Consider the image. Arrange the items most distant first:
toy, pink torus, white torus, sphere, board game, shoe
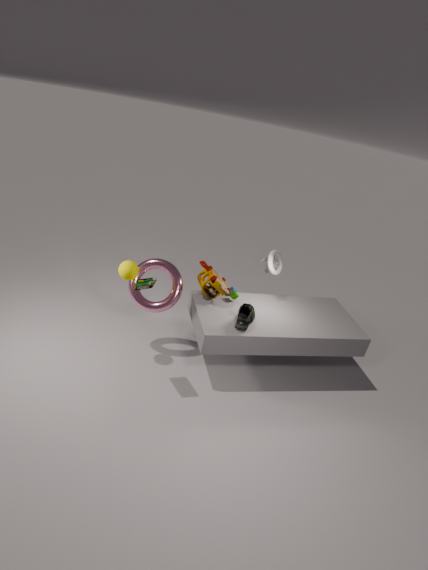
white torus < pink torus < toy < shoe < sphere < board game
